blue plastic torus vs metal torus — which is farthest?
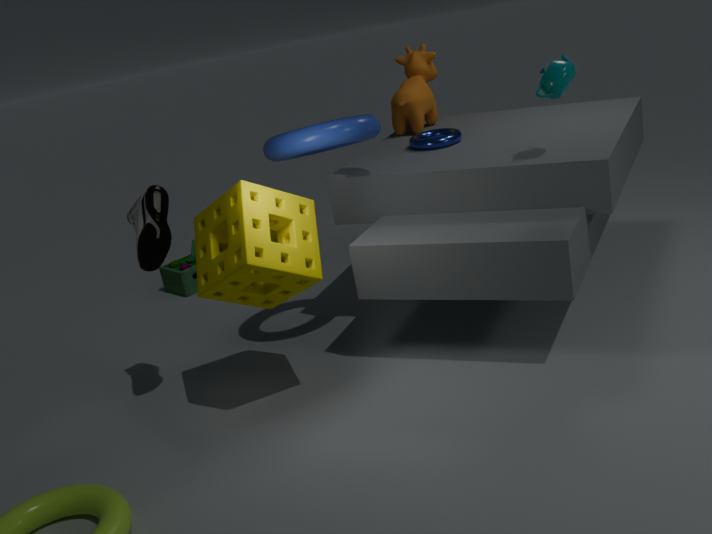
metal torus
